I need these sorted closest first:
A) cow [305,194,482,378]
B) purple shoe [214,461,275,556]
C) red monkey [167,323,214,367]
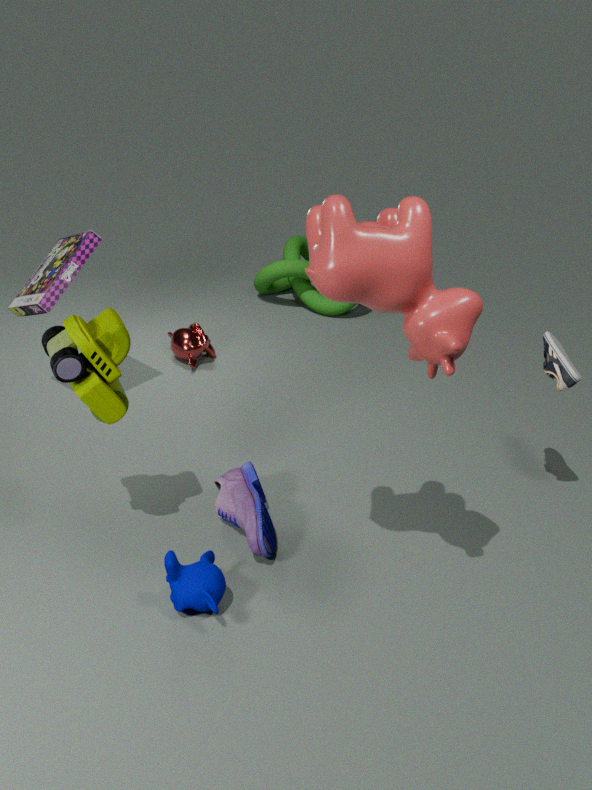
cow [305,194,482,378]
purple shoe [214,461,275,556]
red monkey [167,323,214,367]
